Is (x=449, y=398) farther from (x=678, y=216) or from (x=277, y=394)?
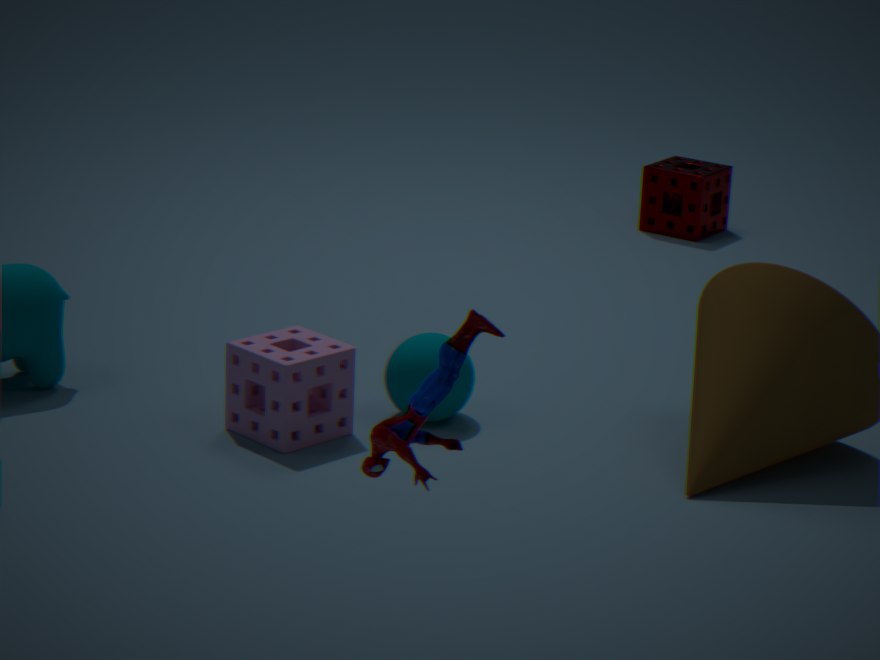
(x=678, y=216)
